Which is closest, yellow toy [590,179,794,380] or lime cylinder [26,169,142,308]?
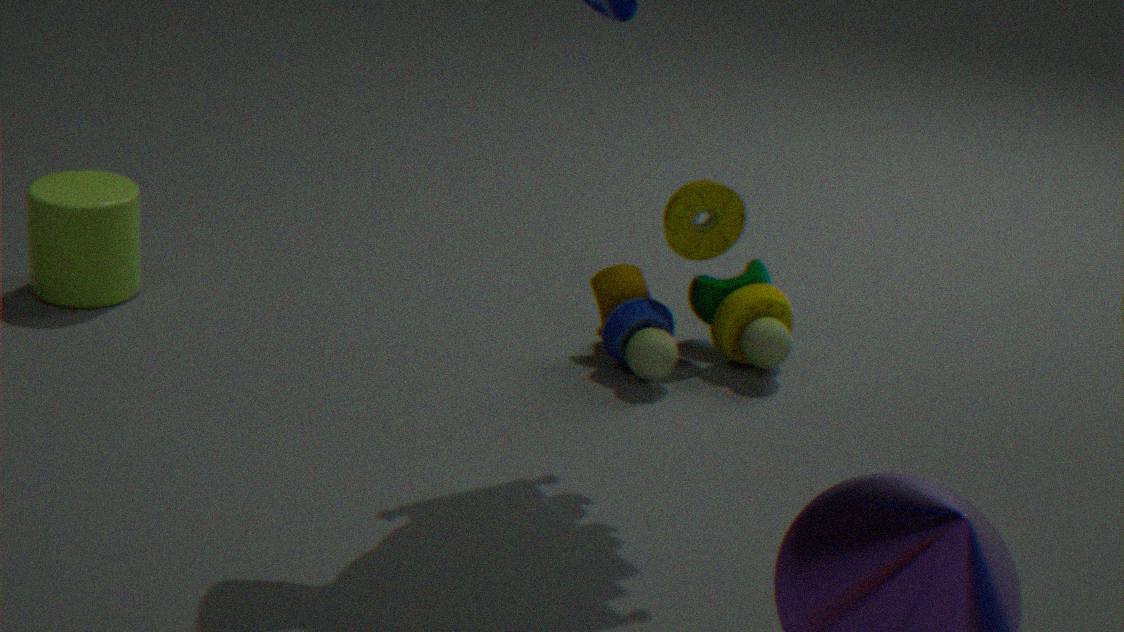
yellow toy [590,179,794,380]
